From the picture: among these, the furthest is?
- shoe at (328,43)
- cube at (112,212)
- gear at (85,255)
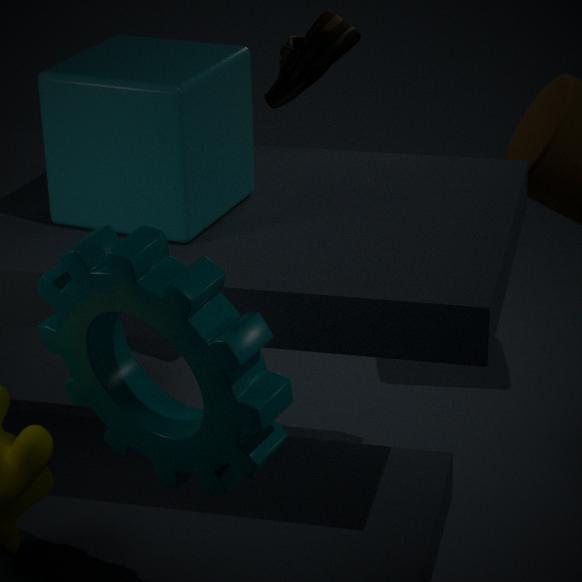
shoe at (328,43)
